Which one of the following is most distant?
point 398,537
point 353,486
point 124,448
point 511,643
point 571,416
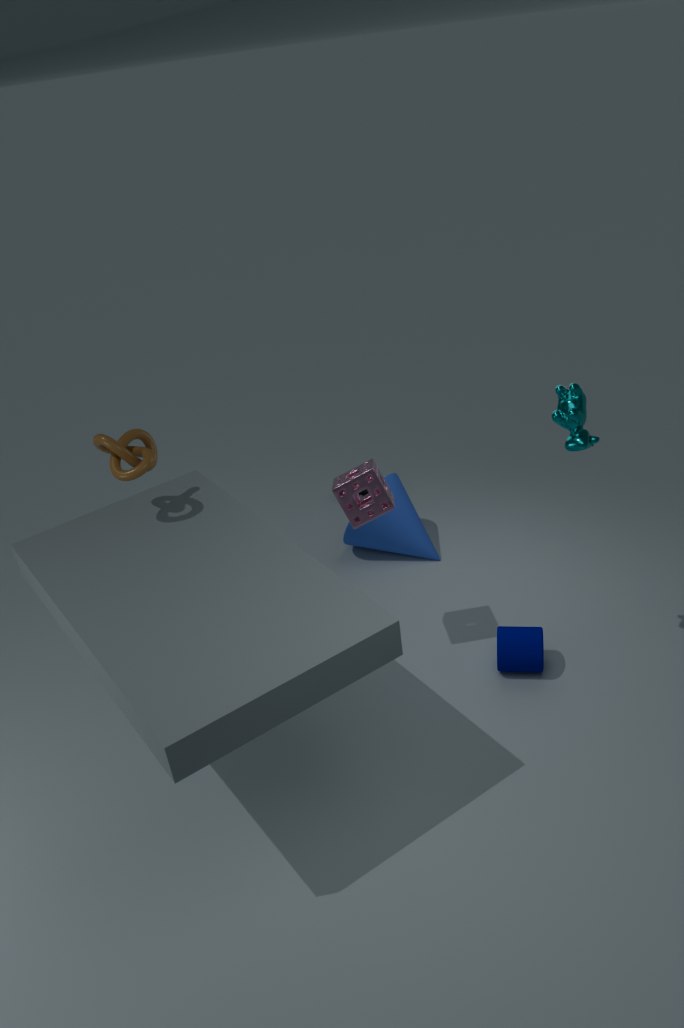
point 398,537
